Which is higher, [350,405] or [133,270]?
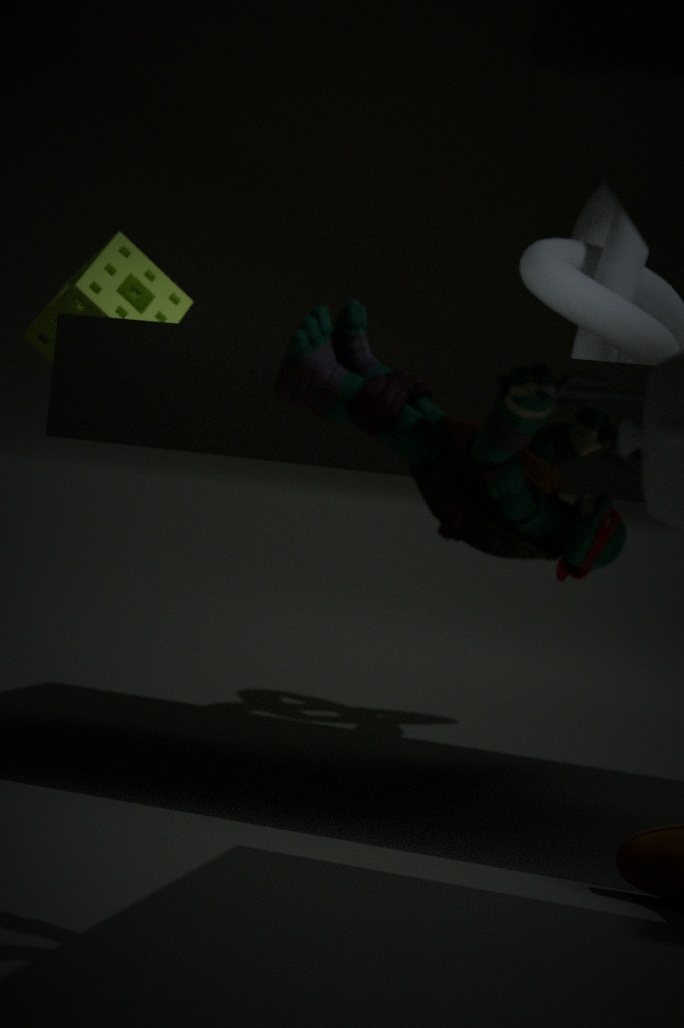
[133,270]
